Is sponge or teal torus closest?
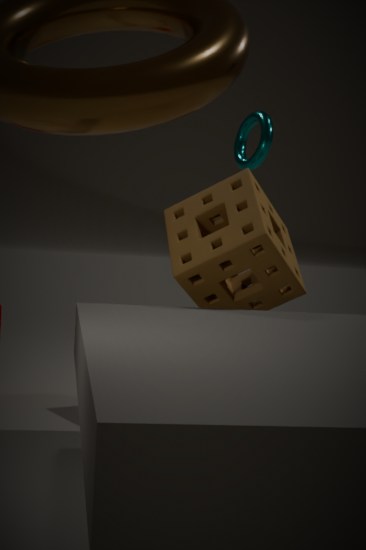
sponge
